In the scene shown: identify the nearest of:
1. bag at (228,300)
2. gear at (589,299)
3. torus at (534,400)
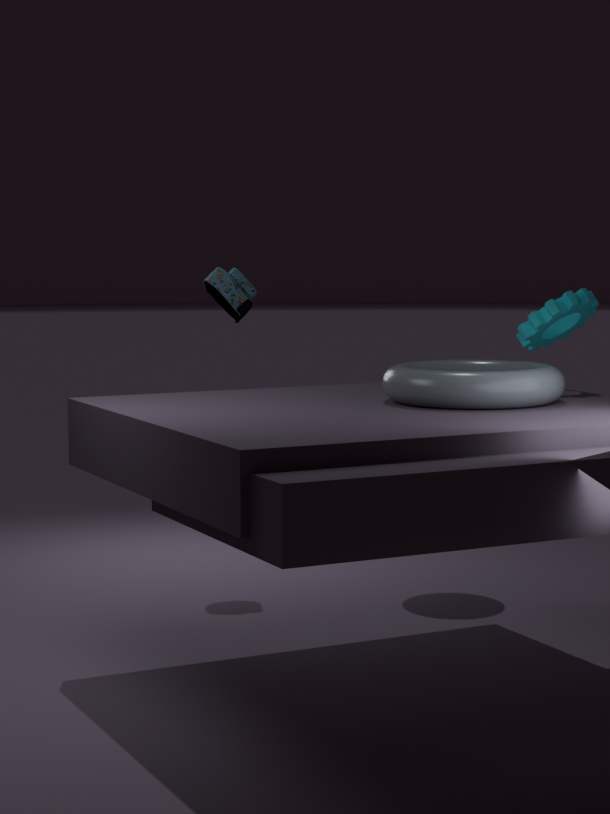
torus at (534,400)
